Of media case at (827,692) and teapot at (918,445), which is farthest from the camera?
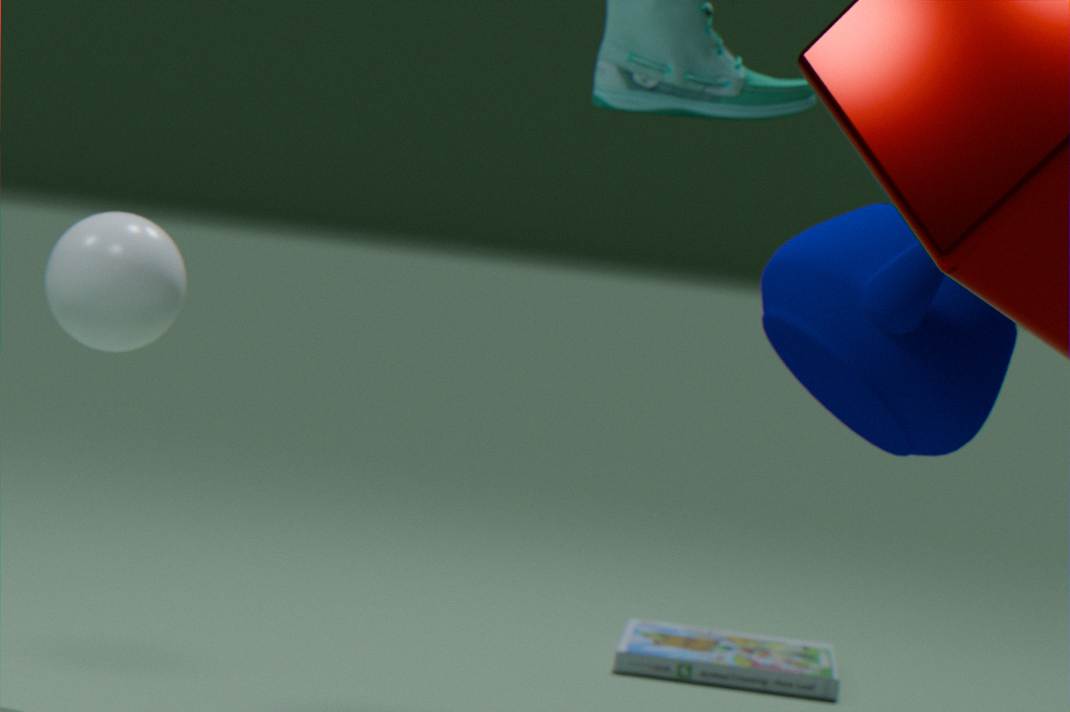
media case at (827,692)
